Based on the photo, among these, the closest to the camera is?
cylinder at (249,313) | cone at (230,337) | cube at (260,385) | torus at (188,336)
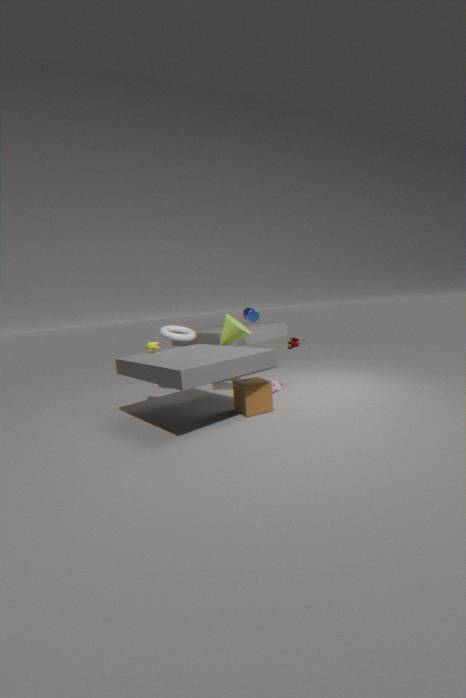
cube at (260,385)
